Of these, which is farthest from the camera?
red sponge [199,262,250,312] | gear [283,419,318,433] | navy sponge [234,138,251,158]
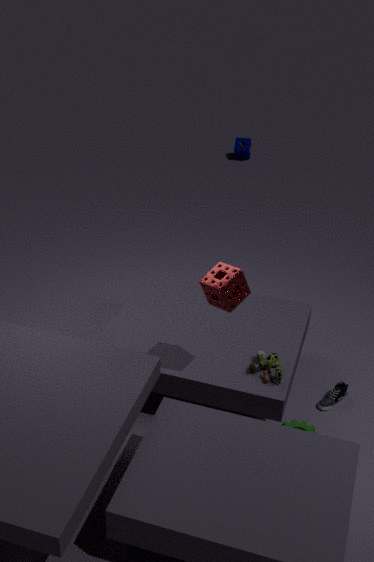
navy sponge [234,138,251,158]
